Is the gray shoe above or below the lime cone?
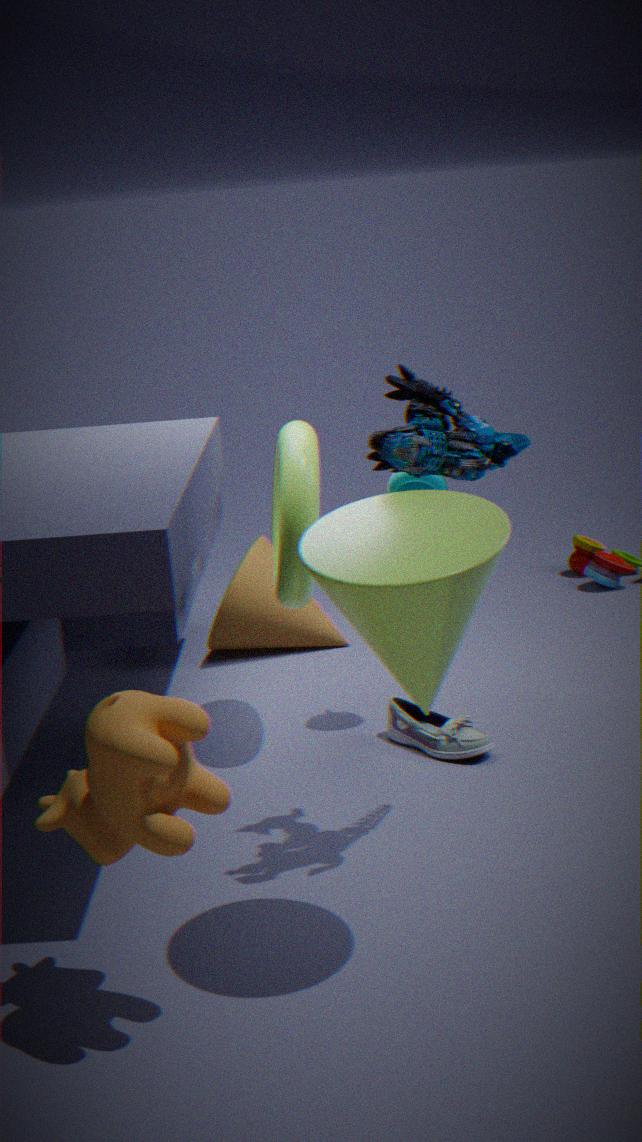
below
